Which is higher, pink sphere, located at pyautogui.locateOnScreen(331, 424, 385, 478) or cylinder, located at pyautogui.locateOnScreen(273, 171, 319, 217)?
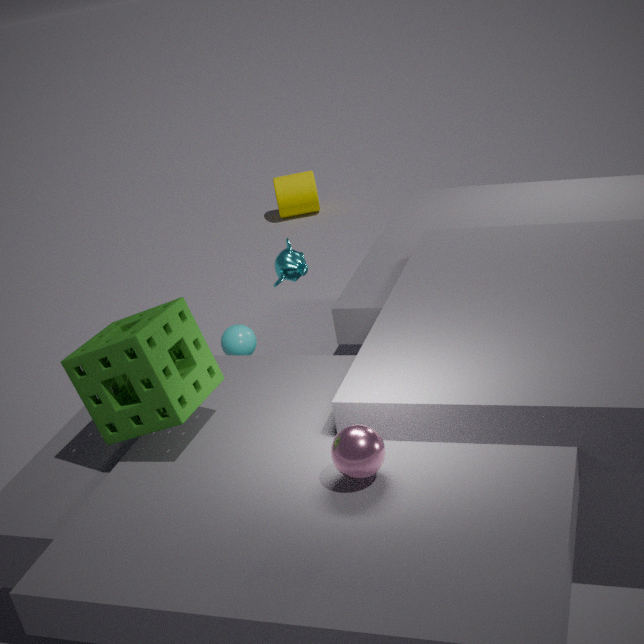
pink sphere, located at pyautogui.locateOnScreen(331, 424, 385, 478)
